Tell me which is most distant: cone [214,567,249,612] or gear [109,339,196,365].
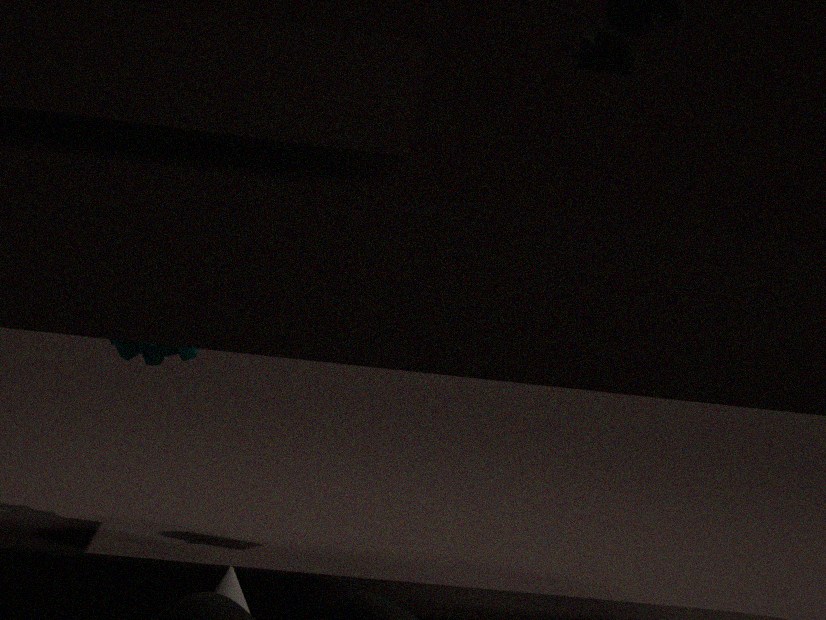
gear [109,339,196,365]
